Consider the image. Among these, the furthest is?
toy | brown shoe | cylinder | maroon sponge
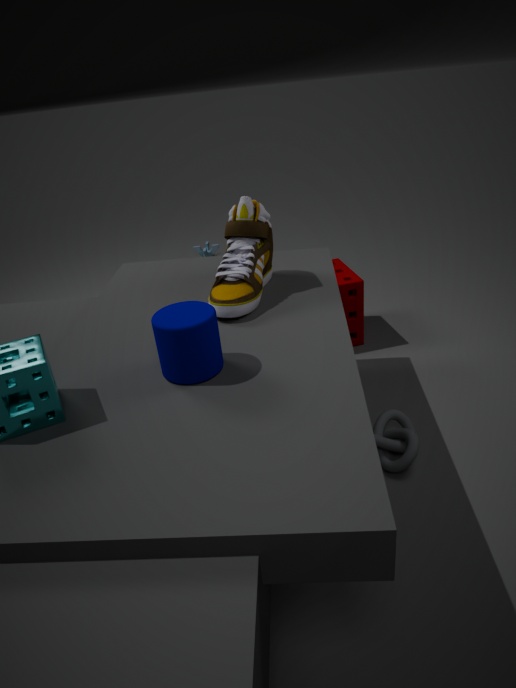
toy
